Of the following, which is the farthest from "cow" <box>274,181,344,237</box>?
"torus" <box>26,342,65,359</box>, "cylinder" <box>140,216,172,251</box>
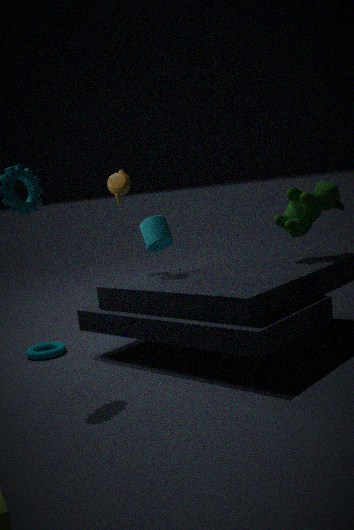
"torus" <box>26,342,65,359</box>
